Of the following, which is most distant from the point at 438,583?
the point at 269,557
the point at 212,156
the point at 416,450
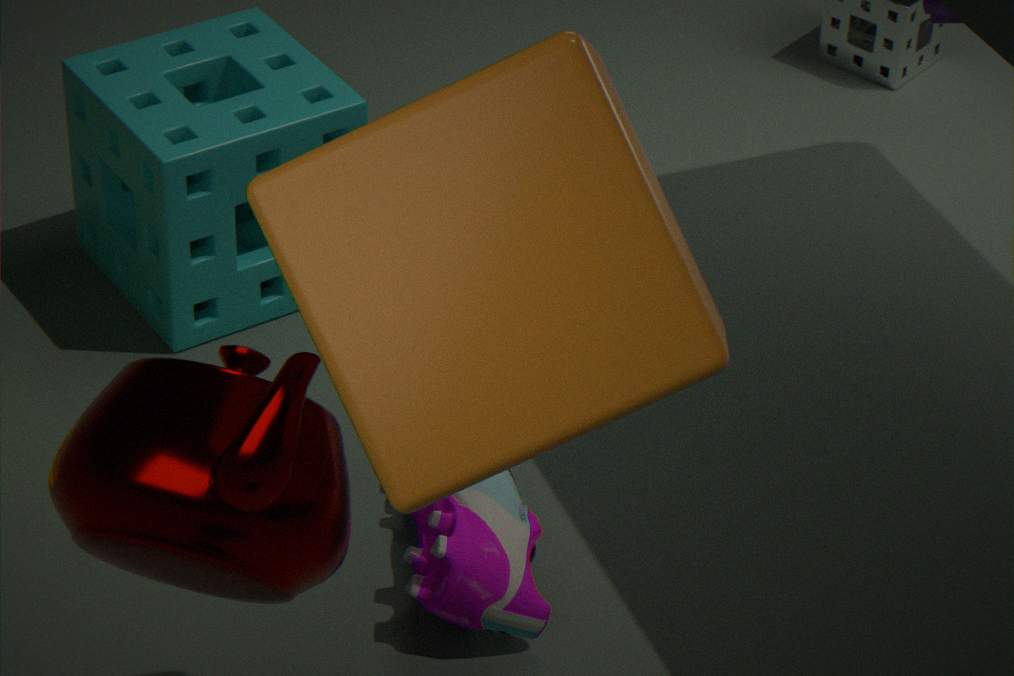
the point at 416,450
